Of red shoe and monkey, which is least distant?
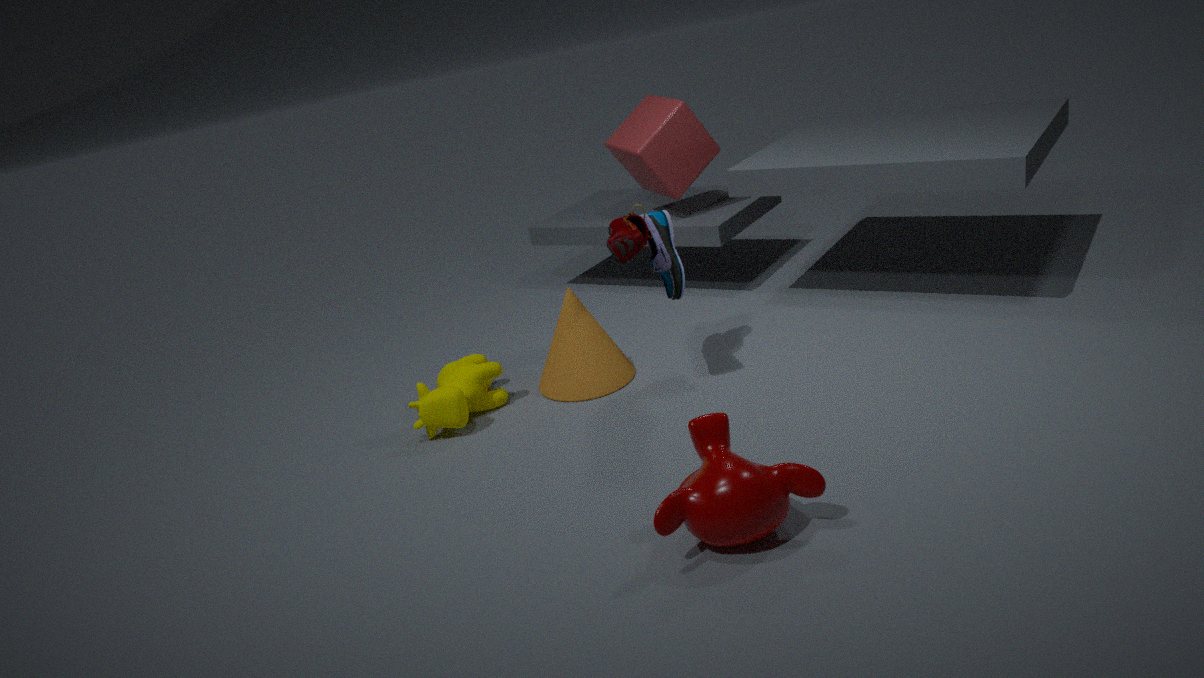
monkey
